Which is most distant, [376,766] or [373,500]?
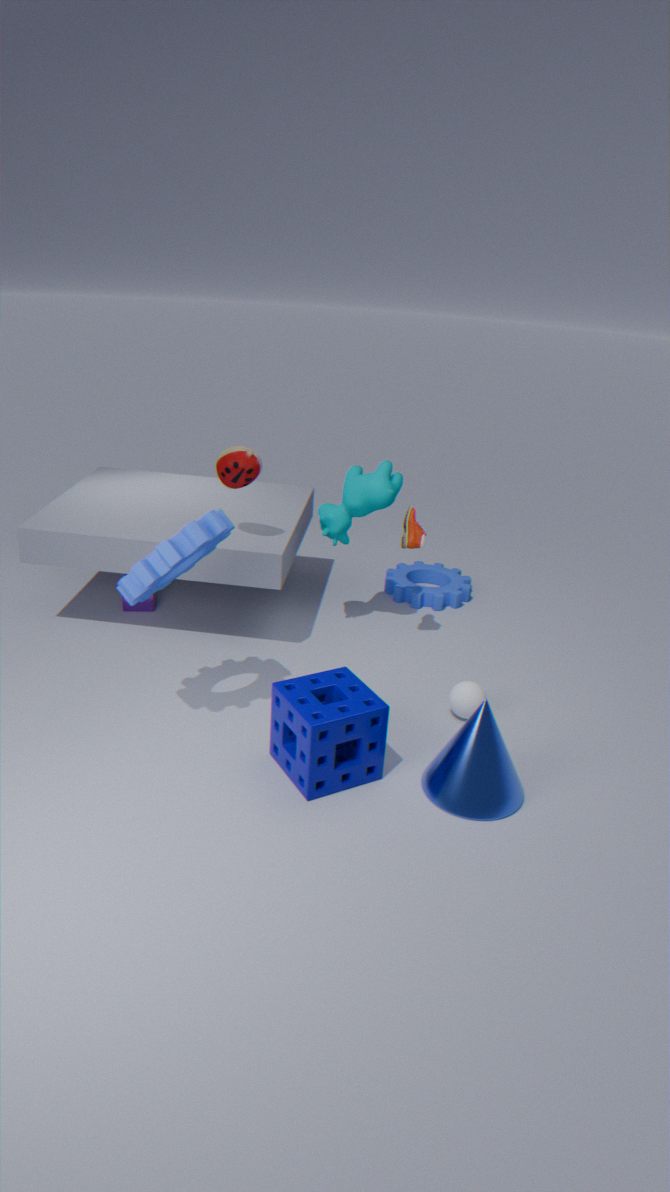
[373,500]
